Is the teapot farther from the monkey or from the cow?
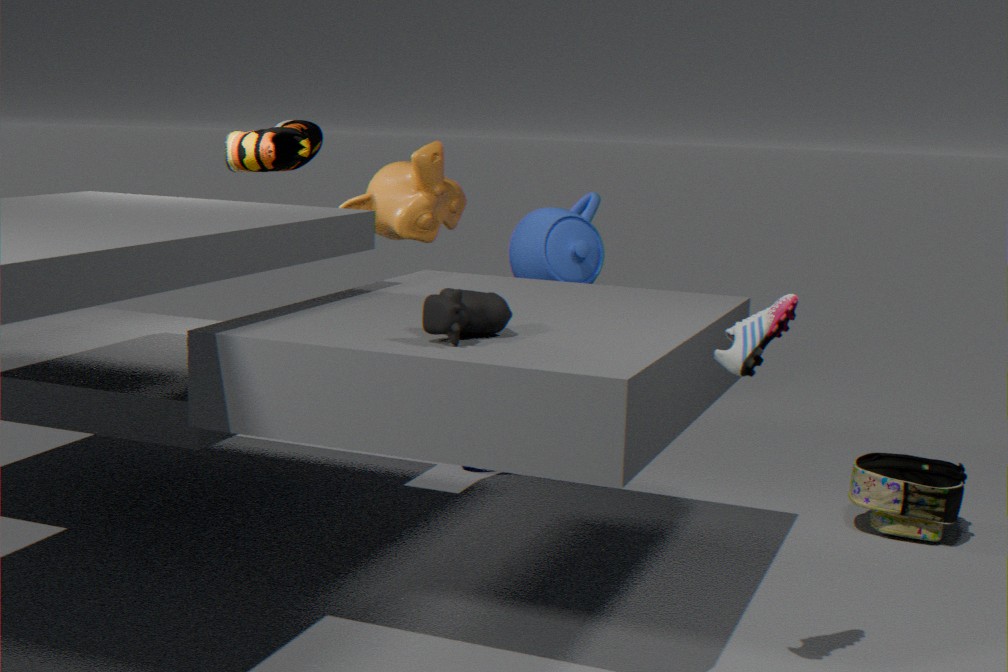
the cow
